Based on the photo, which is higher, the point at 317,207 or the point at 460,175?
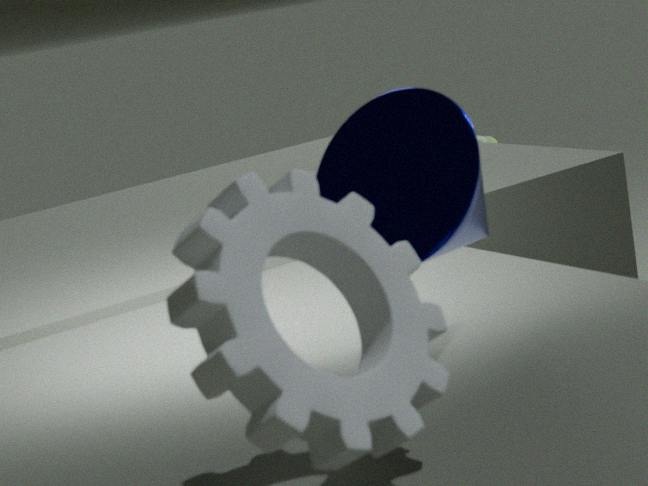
the point at 460,175
